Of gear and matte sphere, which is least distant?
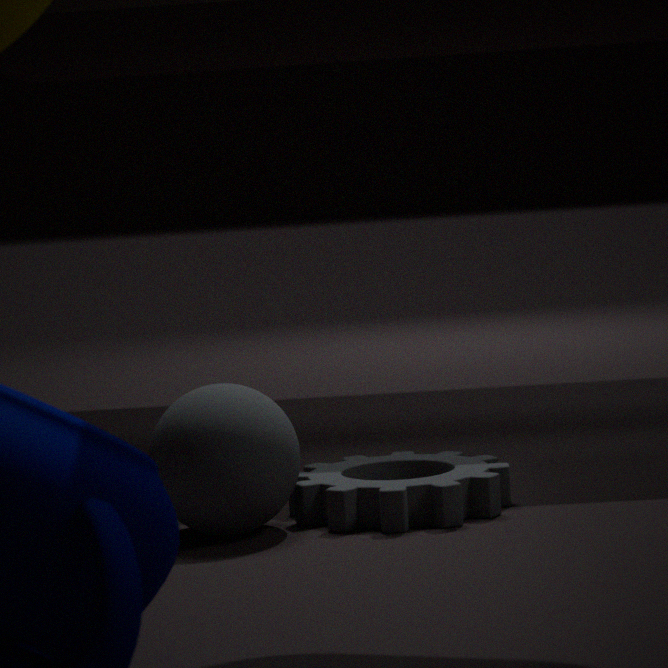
matte sphere
